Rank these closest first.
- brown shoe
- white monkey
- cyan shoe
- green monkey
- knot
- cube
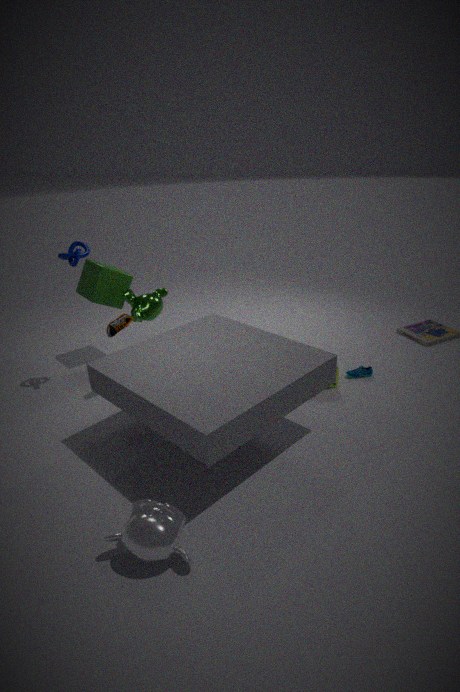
white monkey
brown shoe
knot
cyan shoe
green monkey
cube
